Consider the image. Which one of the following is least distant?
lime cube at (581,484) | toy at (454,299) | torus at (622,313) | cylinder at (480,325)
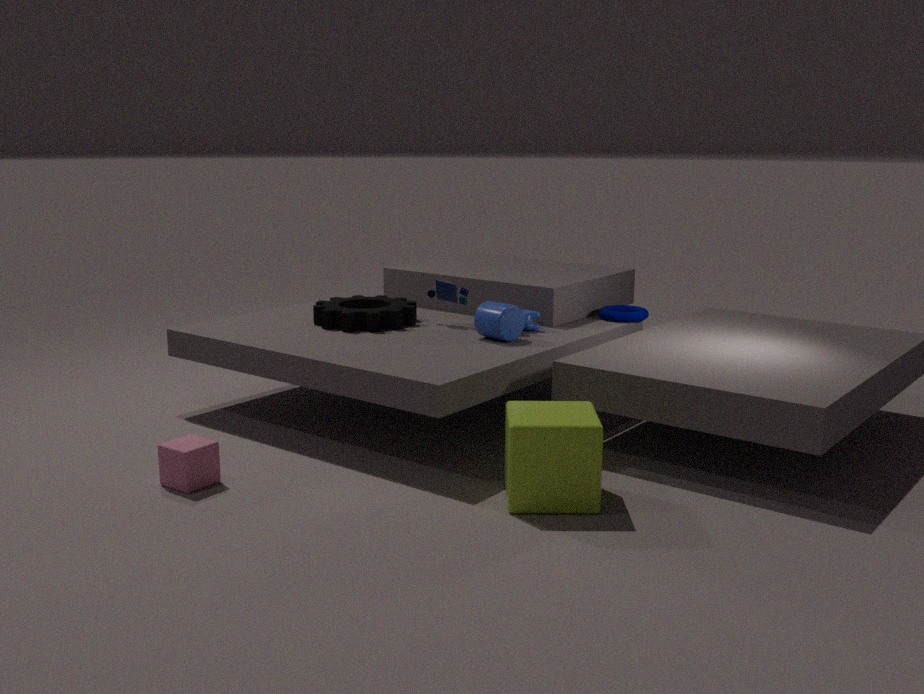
lime cube at (581,484)
